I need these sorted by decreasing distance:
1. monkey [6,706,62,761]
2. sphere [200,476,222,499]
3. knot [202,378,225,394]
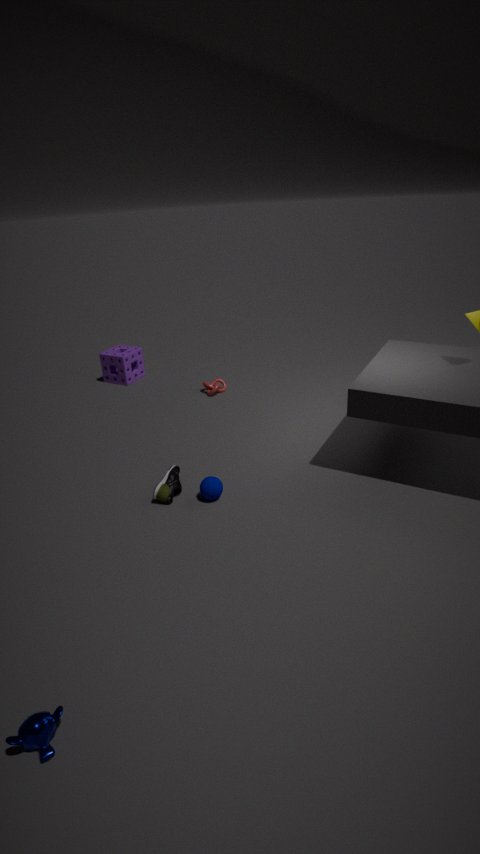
knot [202,378,225,394] → sphere [200,476,222,499] → monkey [6,706,62,761]
